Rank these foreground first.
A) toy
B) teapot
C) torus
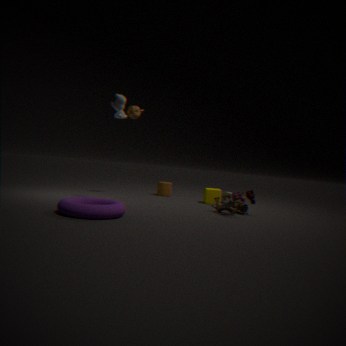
torus, toy, teapot
